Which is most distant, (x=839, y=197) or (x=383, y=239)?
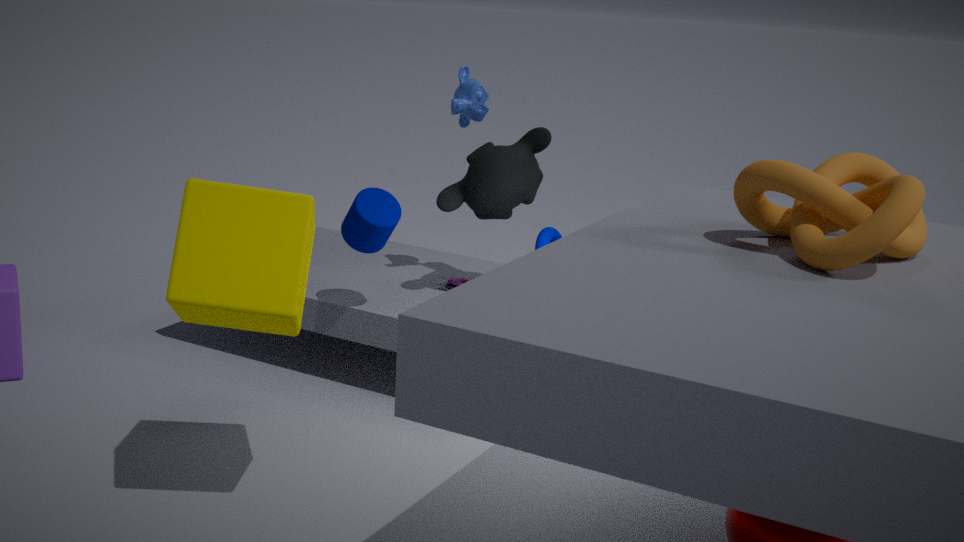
(x=383, y=239)
